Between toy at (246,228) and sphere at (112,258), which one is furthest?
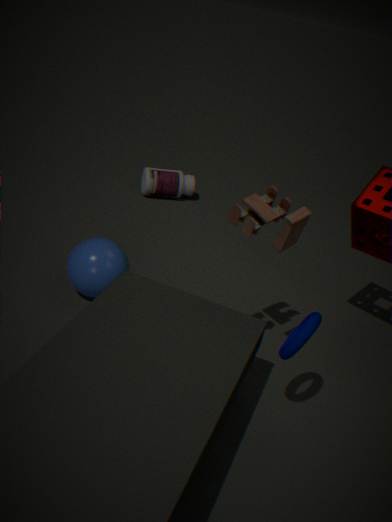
sphere at (112,258)
